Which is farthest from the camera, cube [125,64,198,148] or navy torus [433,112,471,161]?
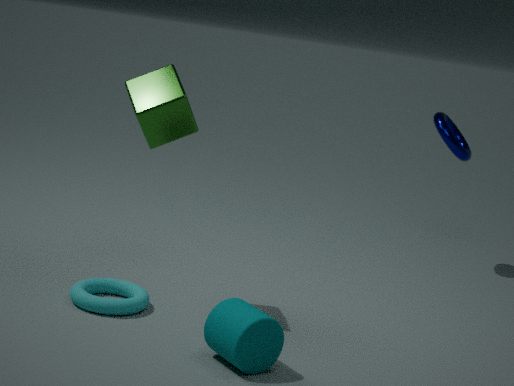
navy torus [433,112,471,161]
